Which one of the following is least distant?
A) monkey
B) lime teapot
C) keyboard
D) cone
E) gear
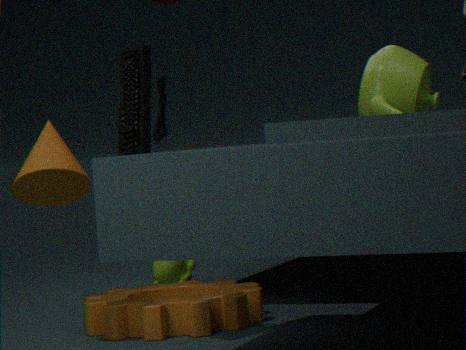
keyboard
